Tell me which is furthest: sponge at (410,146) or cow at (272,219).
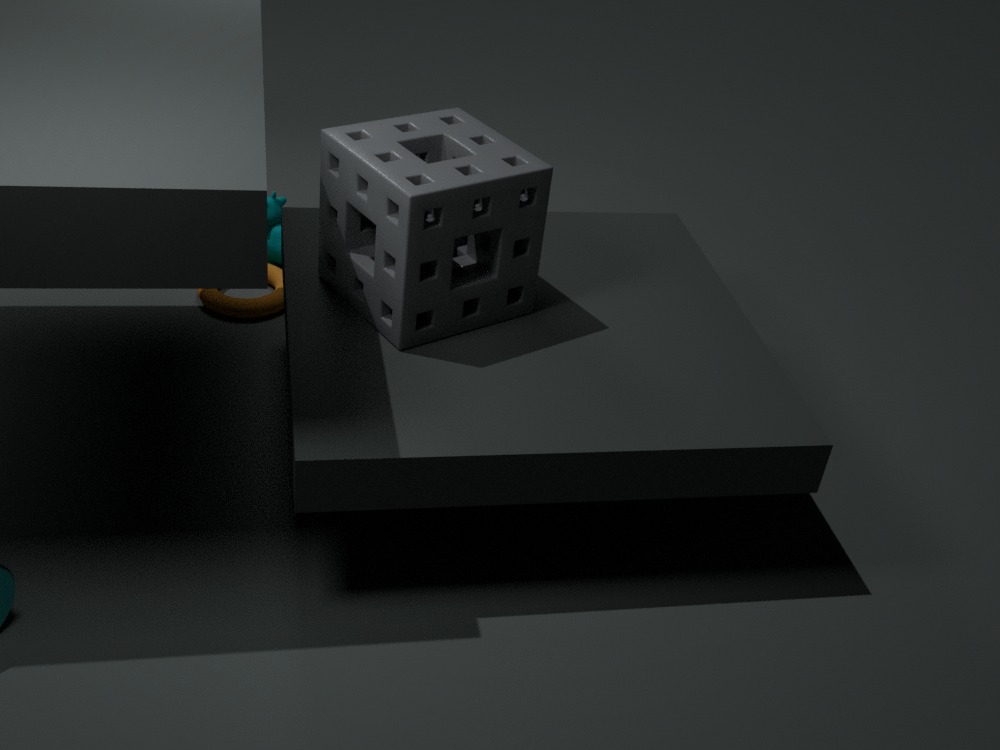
cow at (272,219)
